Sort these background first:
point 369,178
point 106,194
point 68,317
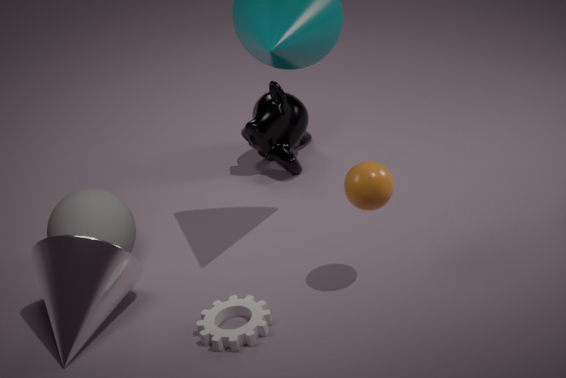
point 106,194, point 68,317, point 369,178
